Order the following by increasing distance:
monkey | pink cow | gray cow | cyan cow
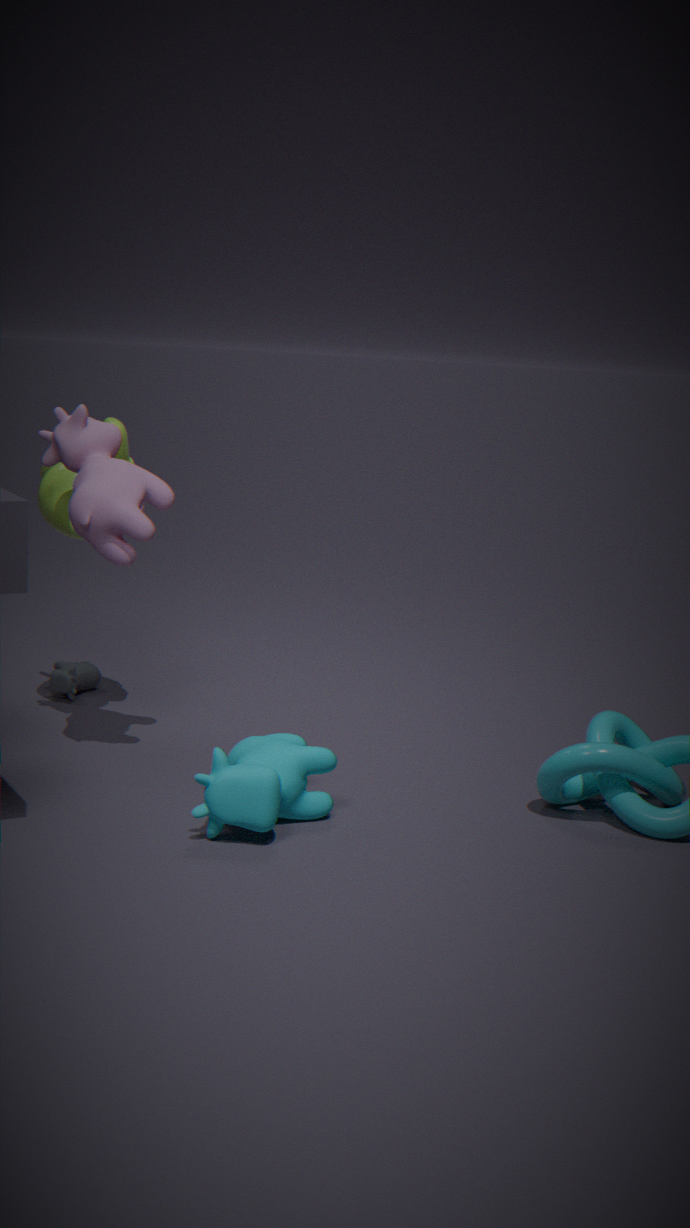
cyan cow, pink cow, monkey, gray cow
